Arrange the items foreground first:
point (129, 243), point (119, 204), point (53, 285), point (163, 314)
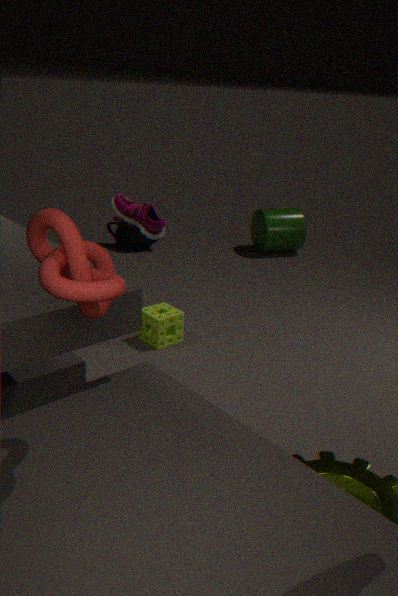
point (53, 285) < point (119, 204) < point (163, 314) < point (129, 243)
